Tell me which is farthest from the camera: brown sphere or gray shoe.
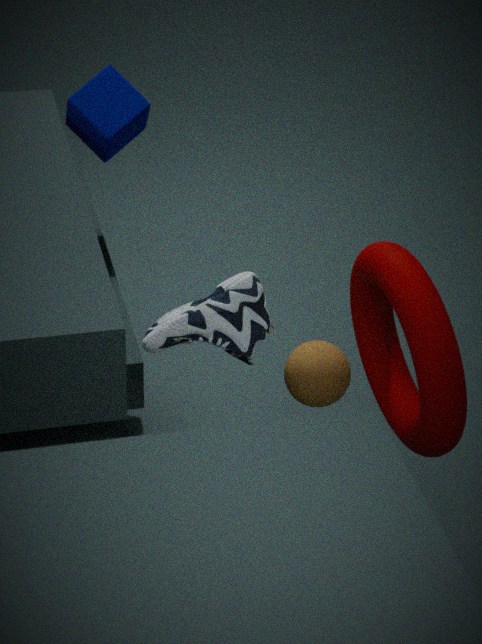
brown sphere
